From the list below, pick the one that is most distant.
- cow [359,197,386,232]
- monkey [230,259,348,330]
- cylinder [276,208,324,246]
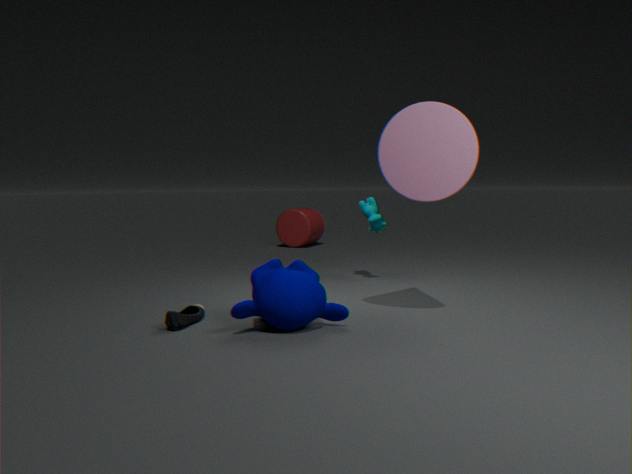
cylinder [276,208,324,246]
